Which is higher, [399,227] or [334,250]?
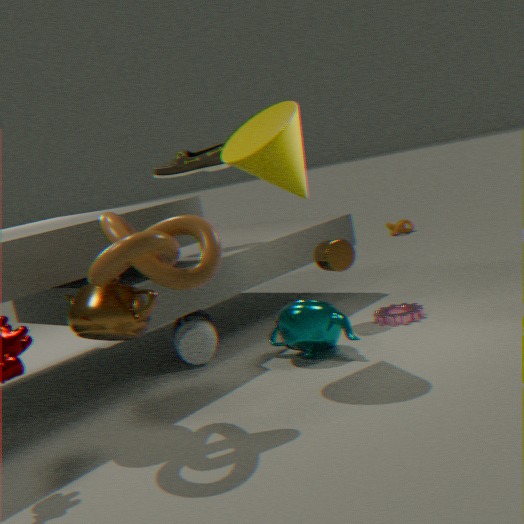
[334,250]
